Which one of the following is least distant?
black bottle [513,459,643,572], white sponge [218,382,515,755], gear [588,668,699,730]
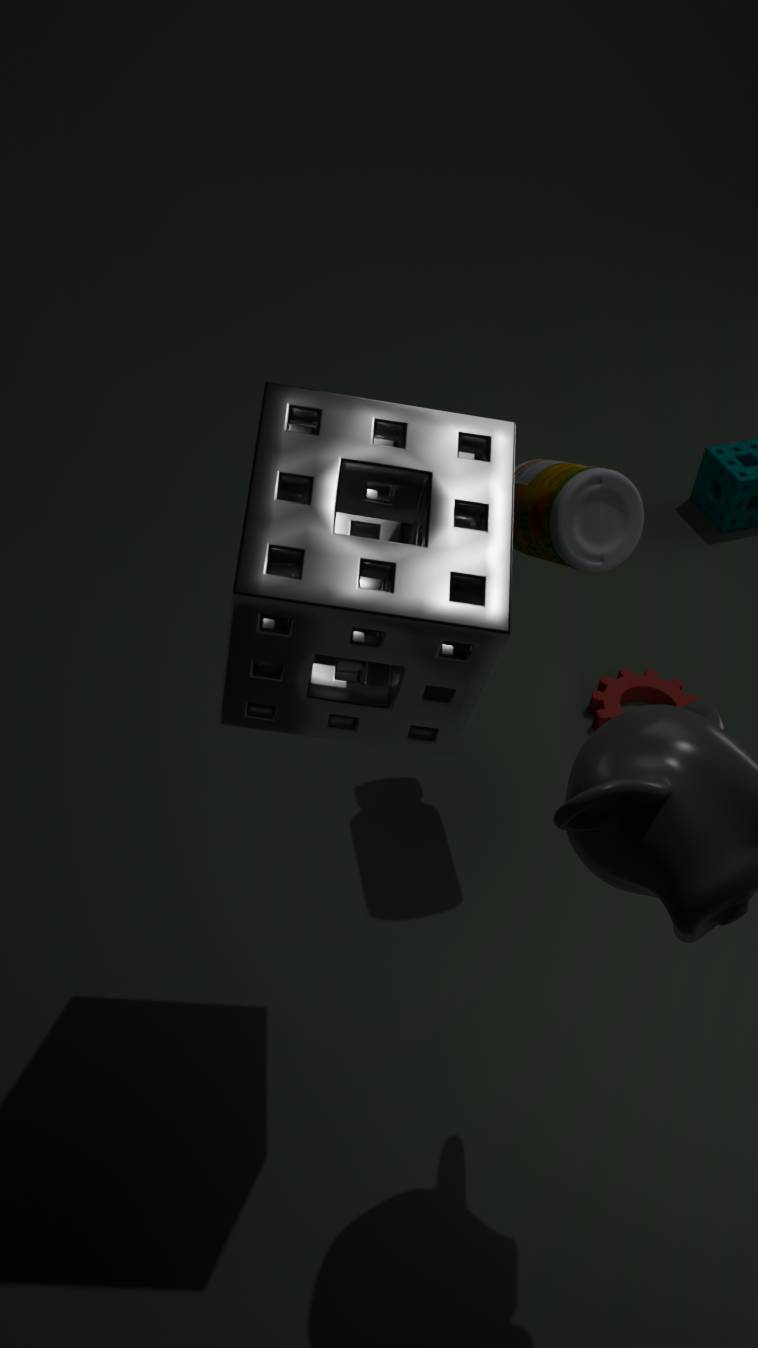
white sponge [218,382,515,755]
